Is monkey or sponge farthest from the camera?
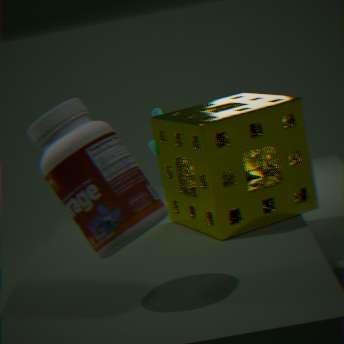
monkey
